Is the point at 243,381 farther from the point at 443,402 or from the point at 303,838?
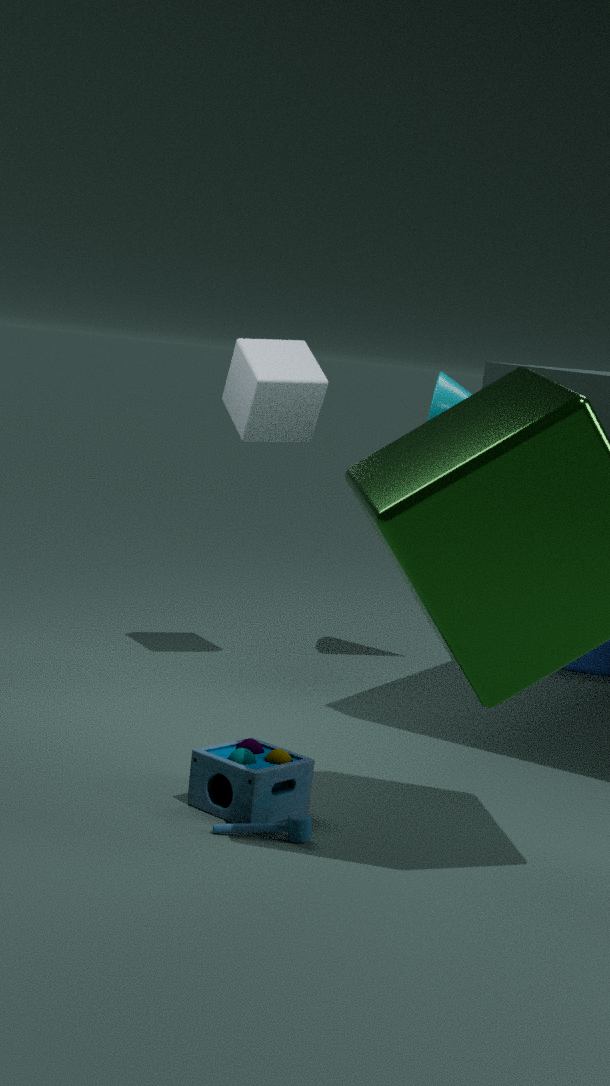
the point at 303,838
